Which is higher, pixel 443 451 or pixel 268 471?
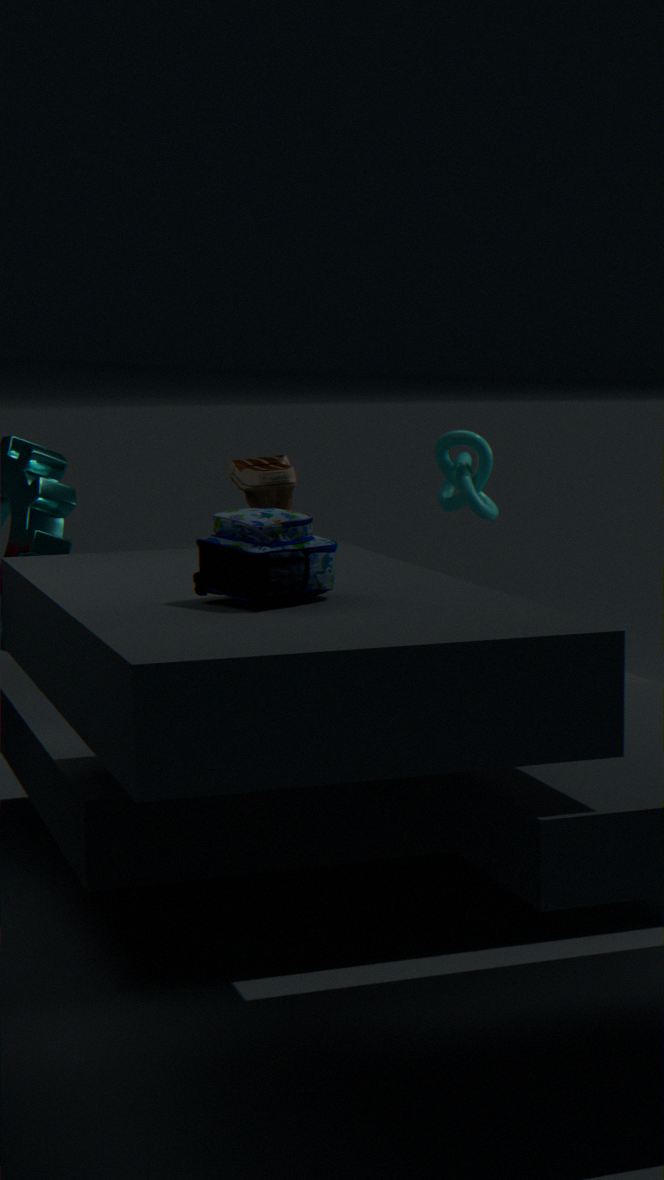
pixel 268 471
